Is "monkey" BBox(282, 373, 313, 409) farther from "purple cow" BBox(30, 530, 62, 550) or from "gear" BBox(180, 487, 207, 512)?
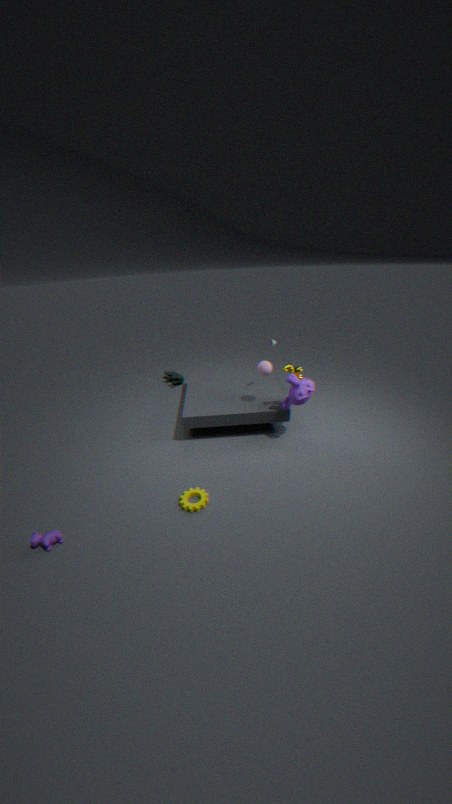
"purple cow" BBox(30, 530, 62, 550)
